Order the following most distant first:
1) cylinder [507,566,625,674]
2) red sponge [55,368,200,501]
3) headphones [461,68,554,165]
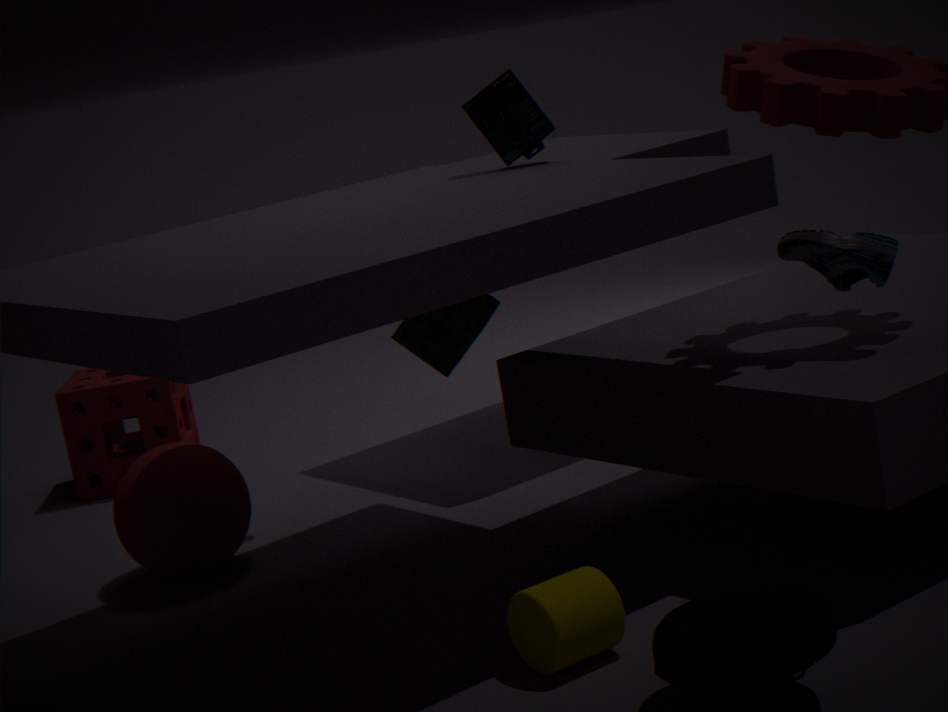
2. red sponge [55,368,200,501] < 3. headphones [461,68,554,165] < 1. cylinder [507,566,625,674]
